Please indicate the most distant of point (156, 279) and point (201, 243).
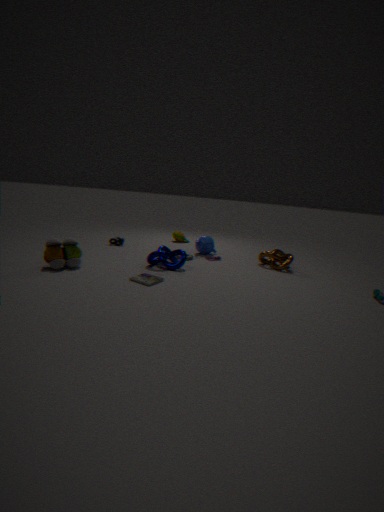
point (201, 243)
